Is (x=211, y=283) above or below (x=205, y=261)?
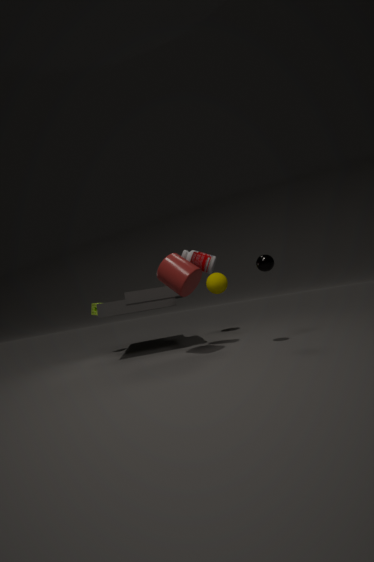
below
